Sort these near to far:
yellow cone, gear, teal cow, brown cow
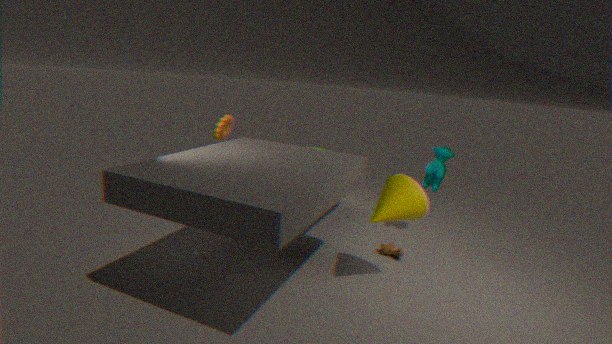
yellow cone, brown cow, gear, teal cow
